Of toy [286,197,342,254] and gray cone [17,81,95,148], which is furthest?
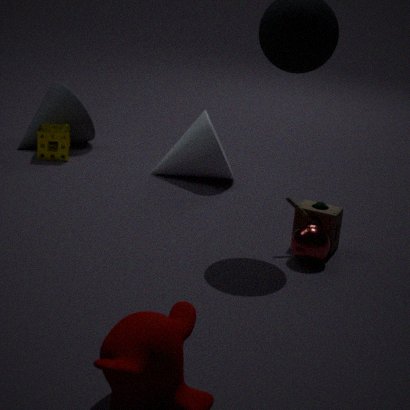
gray cone [17,81,95,148]
